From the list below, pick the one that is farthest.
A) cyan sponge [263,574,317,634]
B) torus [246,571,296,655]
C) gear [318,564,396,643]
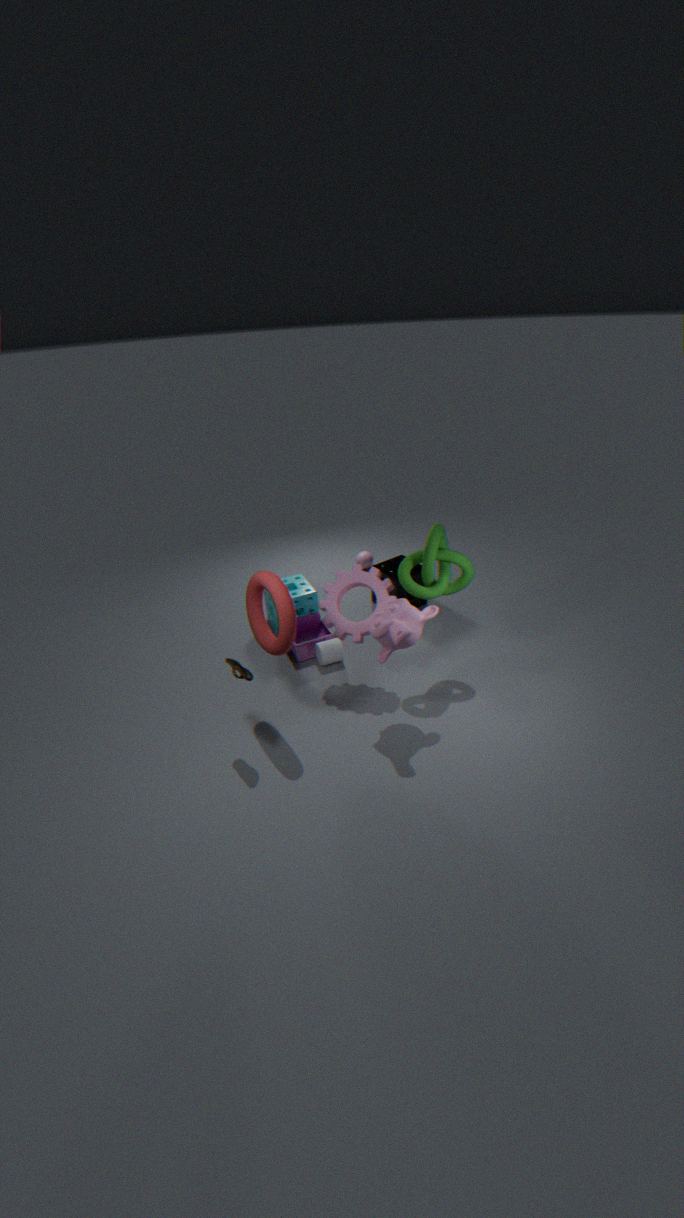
cyan sponge [263,574,317,634]
